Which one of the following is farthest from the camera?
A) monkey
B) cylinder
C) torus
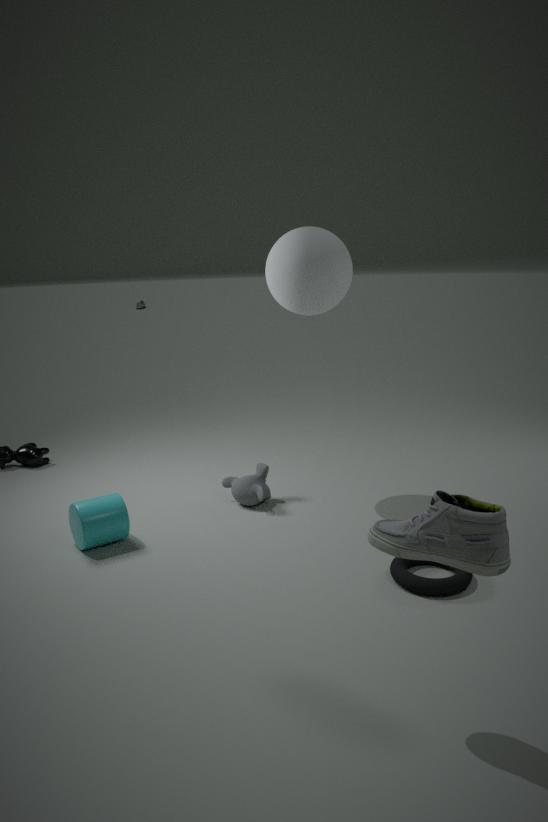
monkey
